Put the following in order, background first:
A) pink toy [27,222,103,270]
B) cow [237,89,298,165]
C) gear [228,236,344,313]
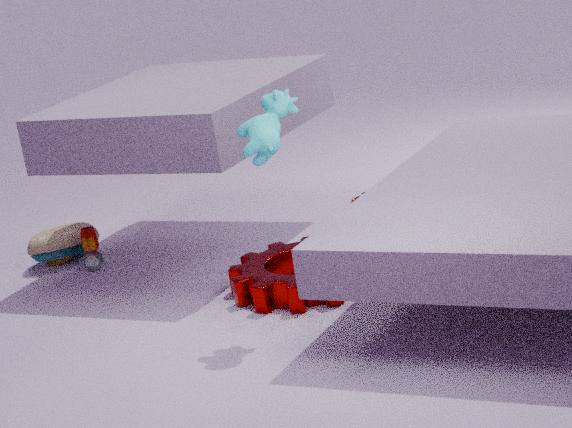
pink toy [27,222,103,270] → gear [228,236,344,313] → cow [237,89,298,165]
